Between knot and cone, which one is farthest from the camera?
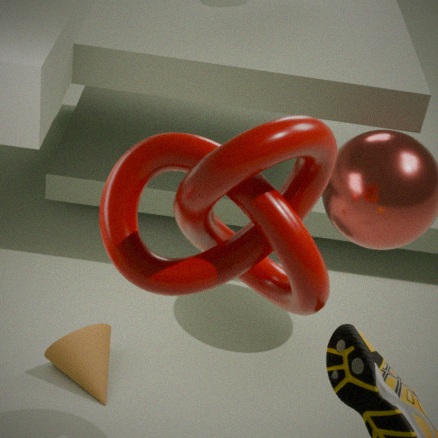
cone
